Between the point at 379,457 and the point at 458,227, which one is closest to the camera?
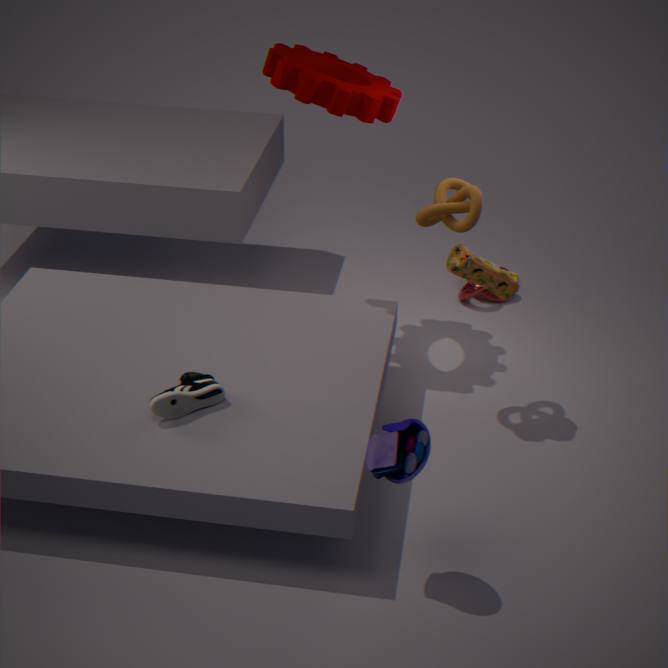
the point at 379,457
